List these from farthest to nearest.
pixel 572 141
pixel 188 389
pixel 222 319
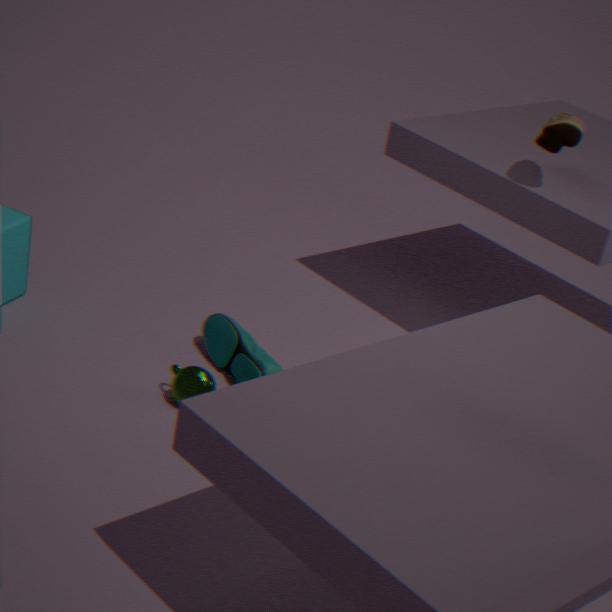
pixel 222 319, pixel 572 141, pixel 188 389
